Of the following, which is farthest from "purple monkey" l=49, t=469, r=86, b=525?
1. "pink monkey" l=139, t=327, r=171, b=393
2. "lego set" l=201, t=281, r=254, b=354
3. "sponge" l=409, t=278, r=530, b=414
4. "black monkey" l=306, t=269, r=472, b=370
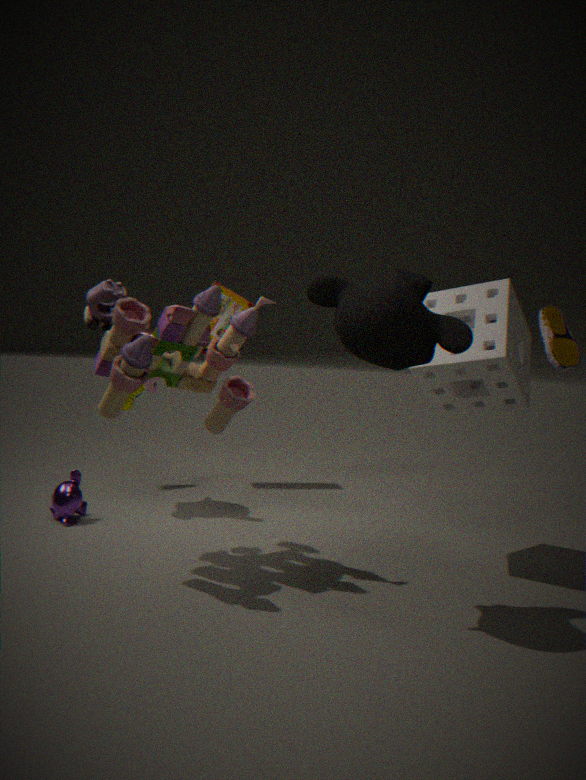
"sponge" l=409, t=278, r=530, b=414
